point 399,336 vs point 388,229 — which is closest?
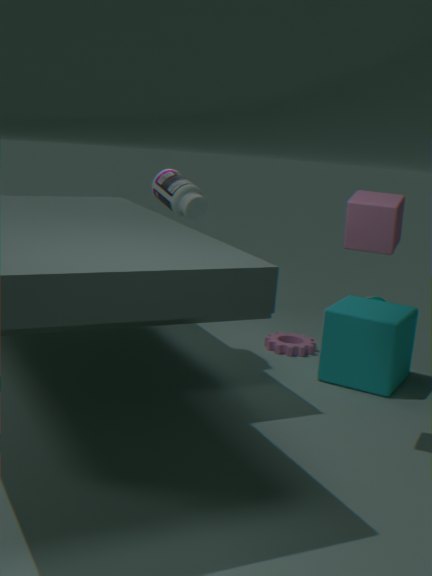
point 388,229
